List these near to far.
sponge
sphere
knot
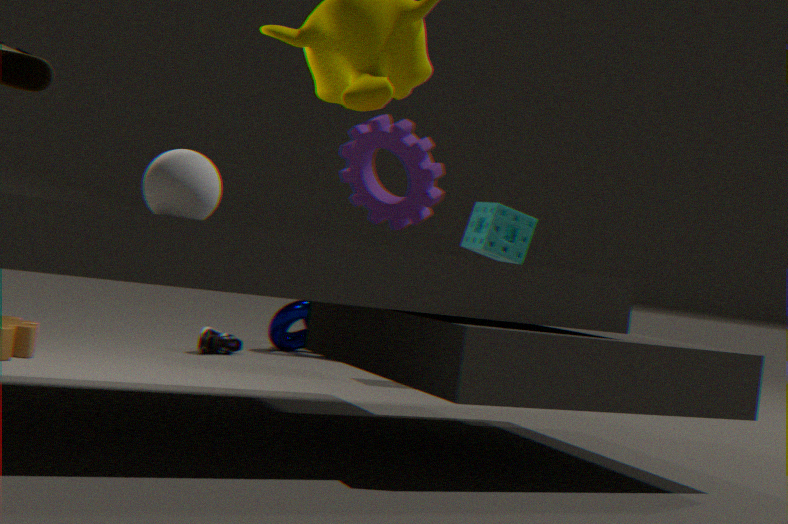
sphere → sponge → knot
